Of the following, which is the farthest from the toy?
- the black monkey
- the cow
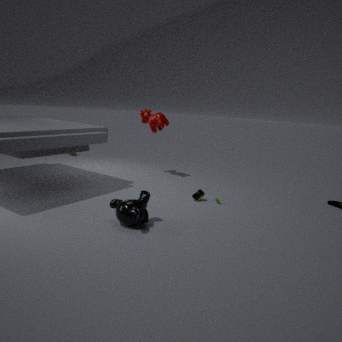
the cow
